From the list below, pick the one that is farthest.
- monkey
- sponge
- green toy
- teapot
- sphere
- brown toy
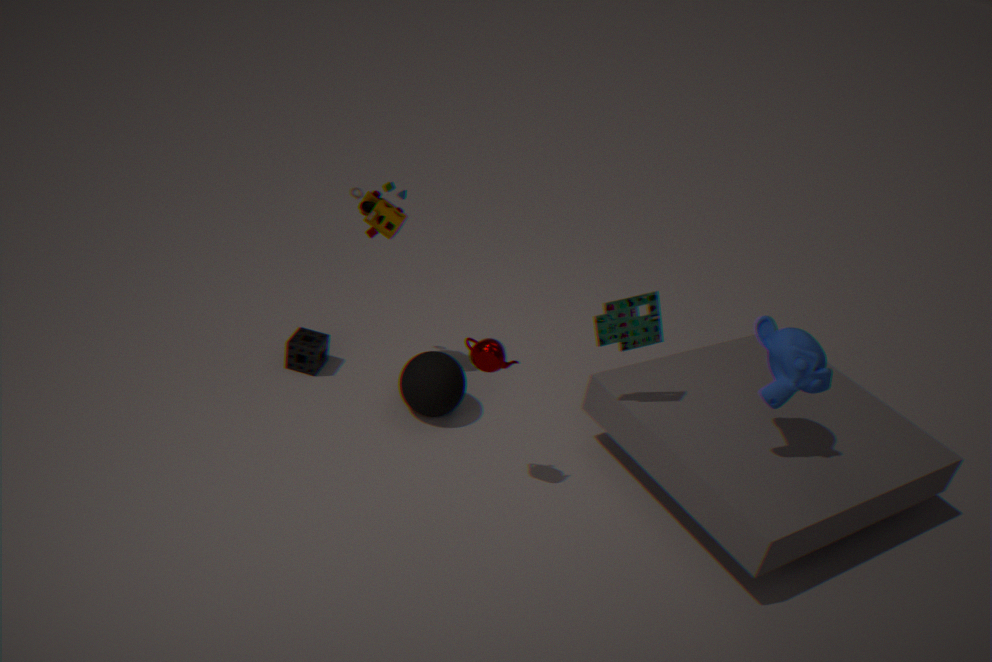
sponge
